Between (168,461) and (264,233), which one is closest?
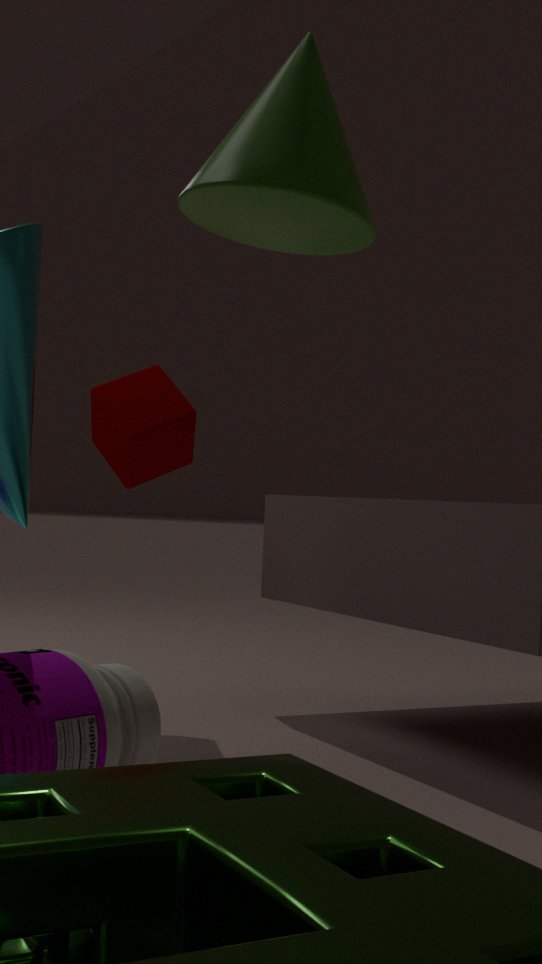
(264,233)
